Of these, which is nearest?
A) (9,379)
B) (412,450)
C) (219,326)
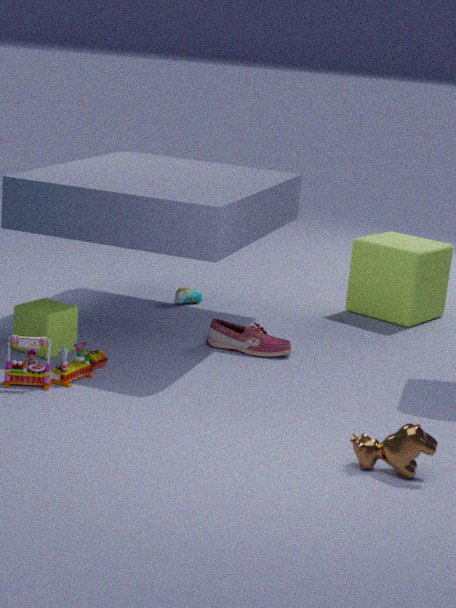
(412,450)
